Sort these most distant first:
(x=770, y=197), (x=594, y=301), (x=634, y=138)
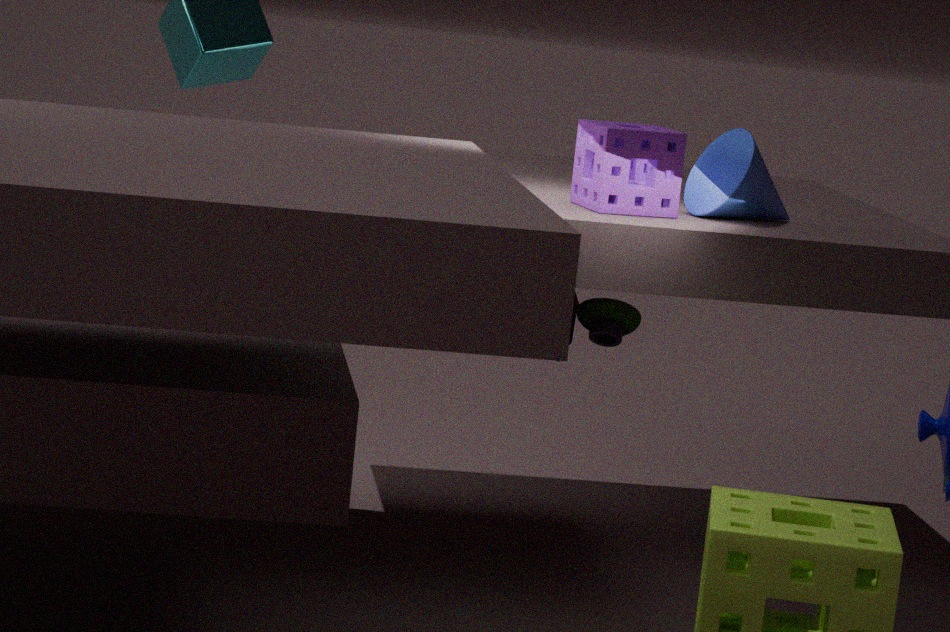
(x=770, y=197)
(x=594, y=301)
(x=634, y=138)
